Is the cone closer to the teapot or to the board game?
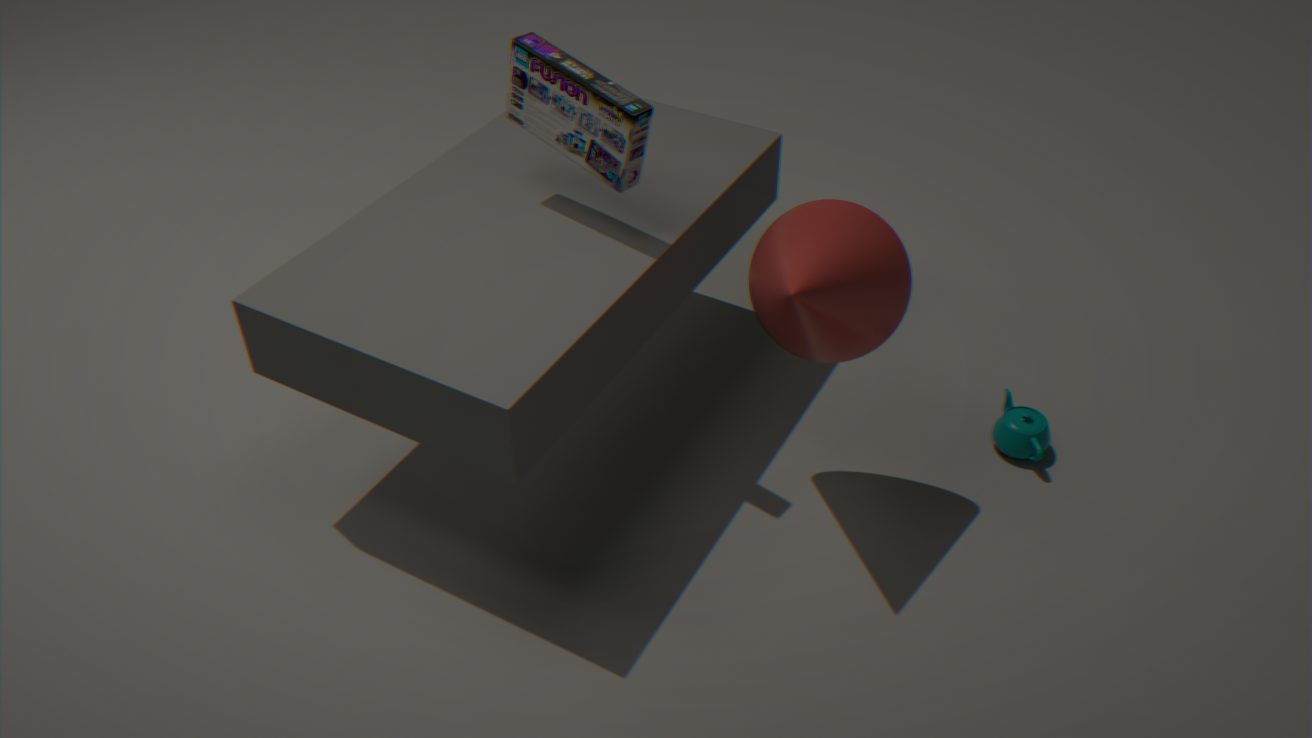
the board game
